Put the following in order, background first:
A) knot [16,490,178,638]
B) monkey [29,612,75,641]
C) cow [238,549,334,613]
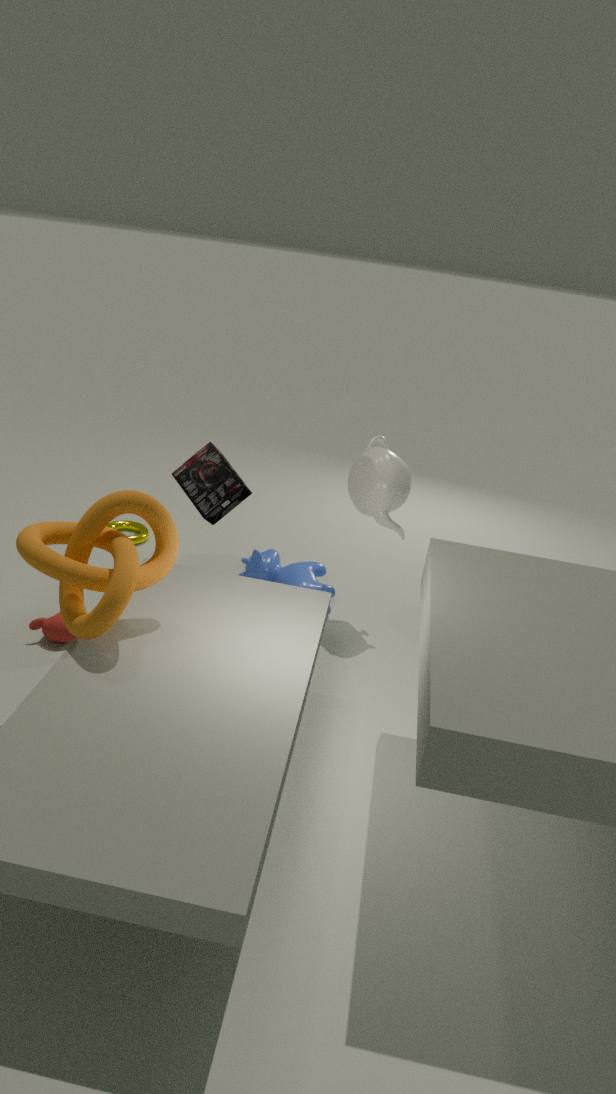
cow [238,549,334,613] → monkey [29,612,75,641] → knot [16,490,178,638]
